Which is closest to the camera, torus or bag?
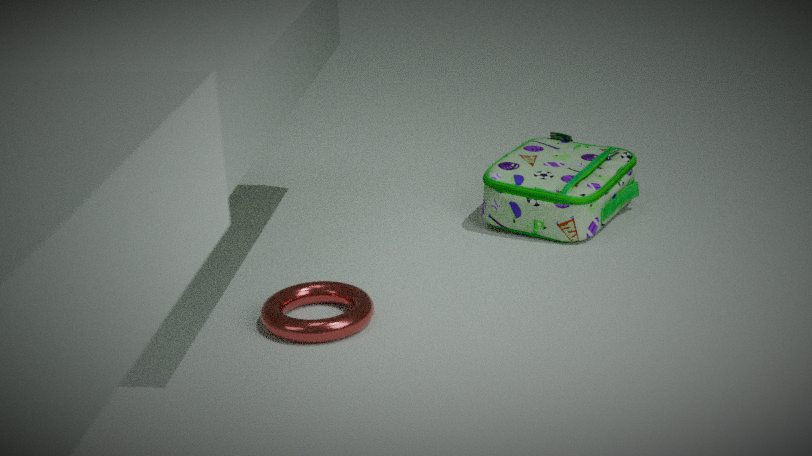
torus
